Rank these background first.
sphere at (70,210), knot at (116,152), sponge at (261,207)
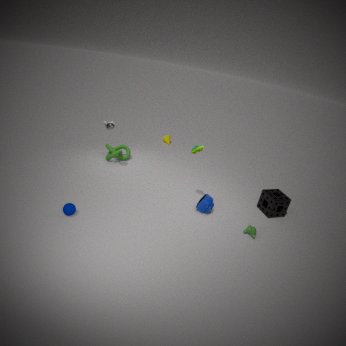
knot at (116,152) → sponge at (261,207) → sphere at (70,210)
